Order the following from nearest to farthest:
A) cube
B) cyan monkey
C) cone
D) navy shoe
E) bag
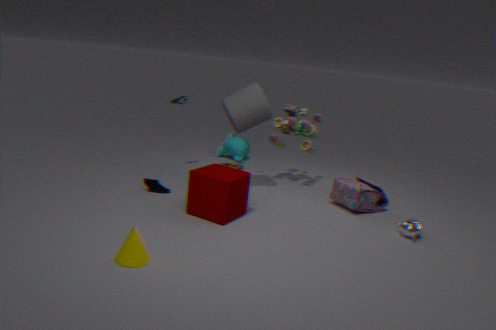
cone < cube < bag < navy shoe < cyan monkey
